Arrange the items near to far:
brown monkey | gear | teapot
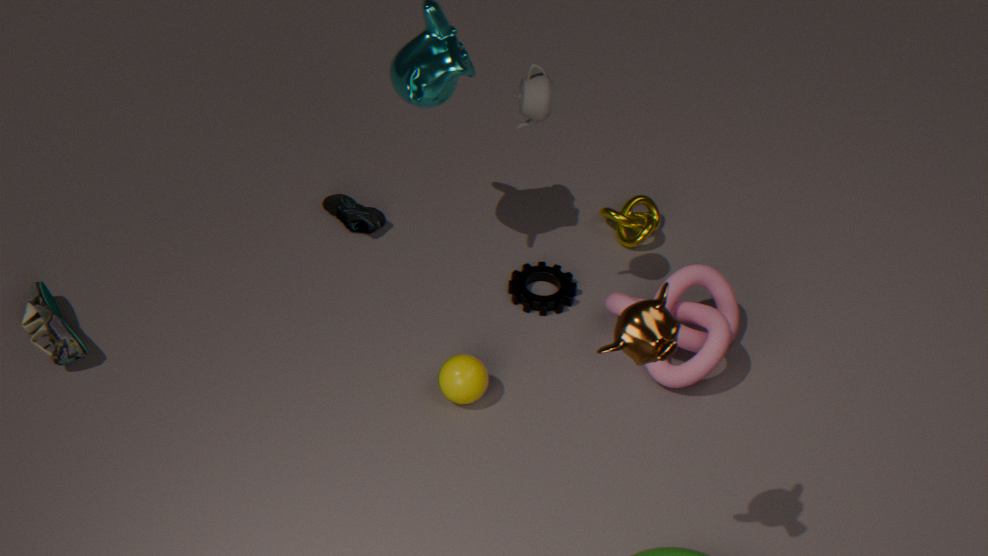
brown monkey, teapot, gear
